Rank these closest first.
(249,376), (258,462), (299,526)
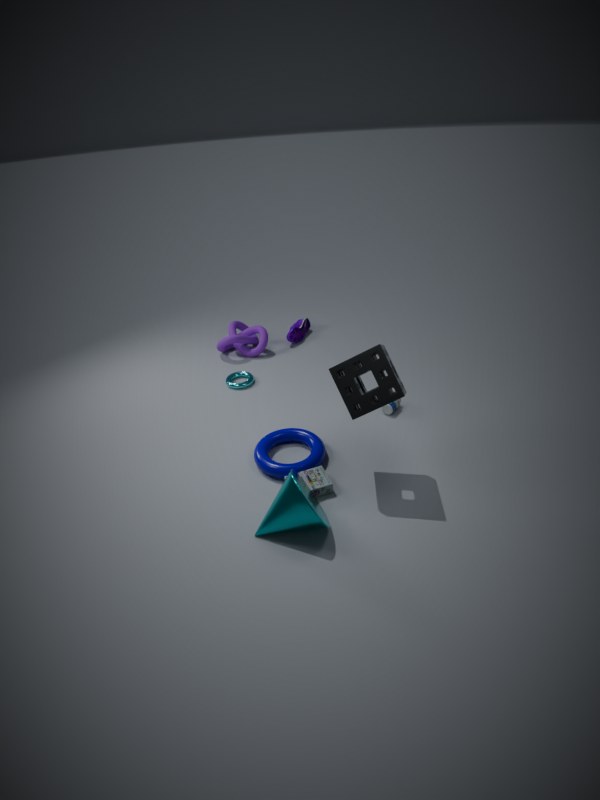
(299,526) < (258,462) < (249,376)
